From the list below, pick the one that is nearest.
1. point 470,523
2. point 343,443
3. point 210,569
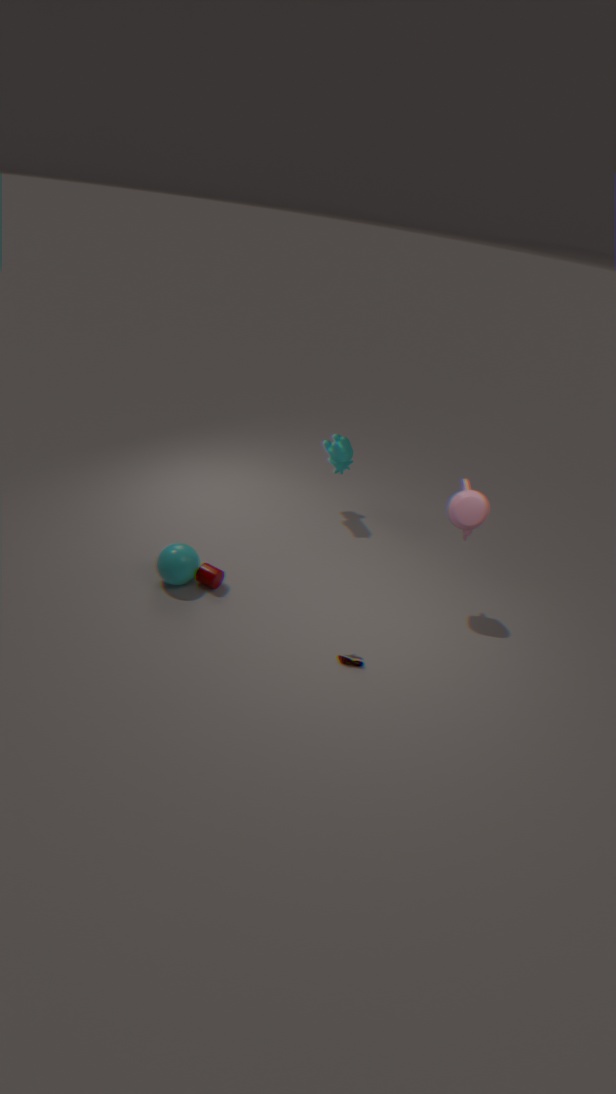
point 470,523
